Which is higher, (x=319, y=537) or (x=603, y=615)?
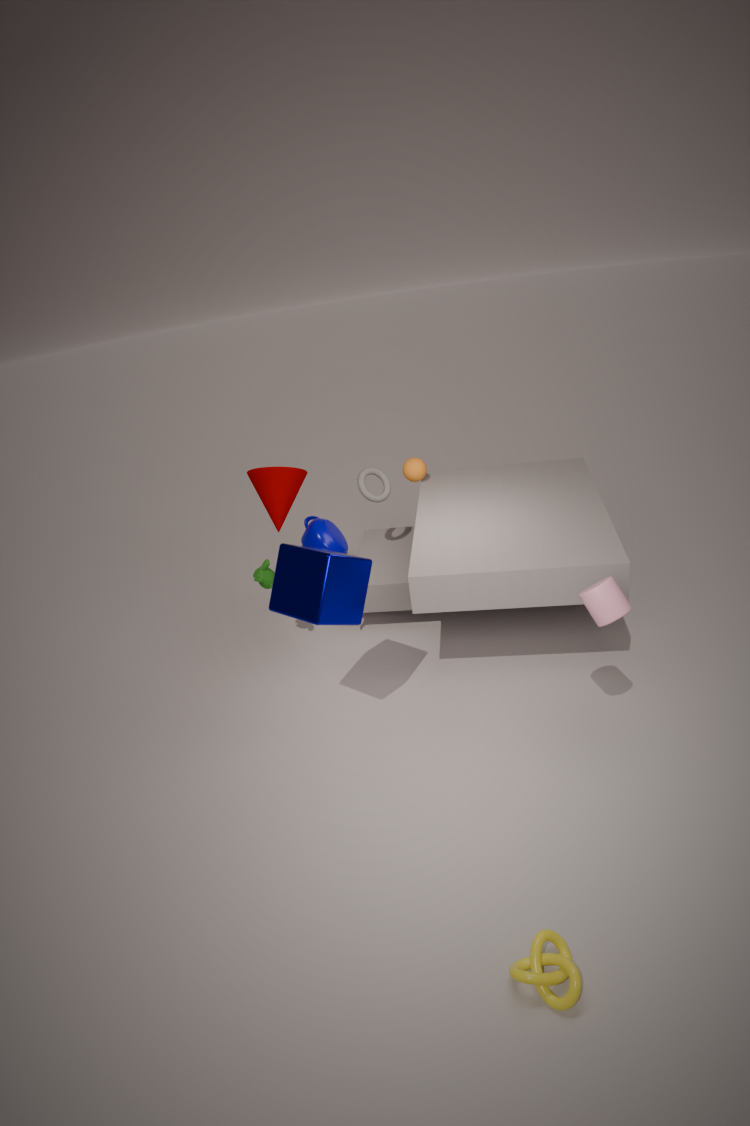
(x=603, y=615)
